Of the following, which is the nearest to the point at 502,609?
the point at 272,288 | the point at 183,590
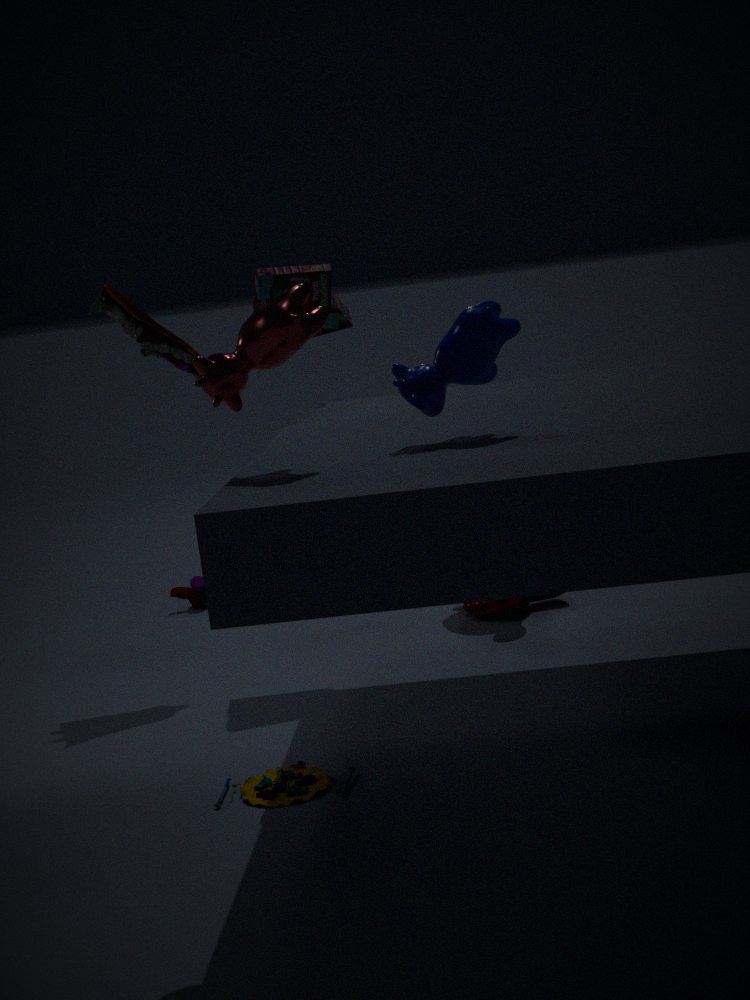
the point at 272,288
